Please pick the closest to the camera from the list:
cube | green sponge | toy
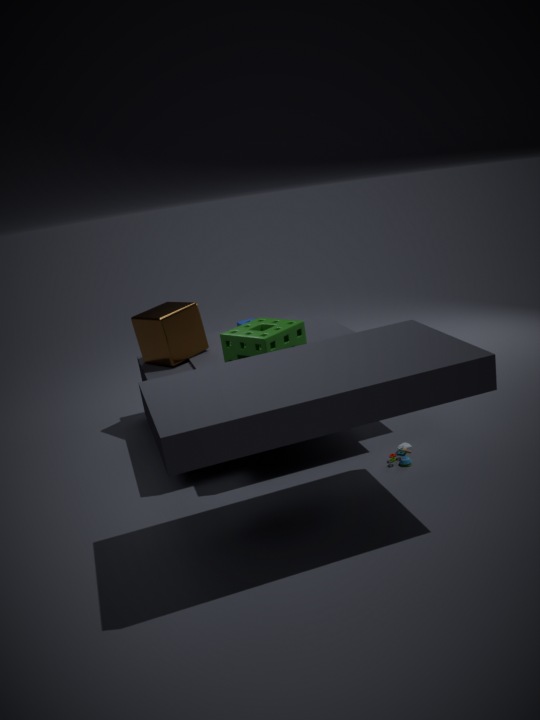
green sponge
